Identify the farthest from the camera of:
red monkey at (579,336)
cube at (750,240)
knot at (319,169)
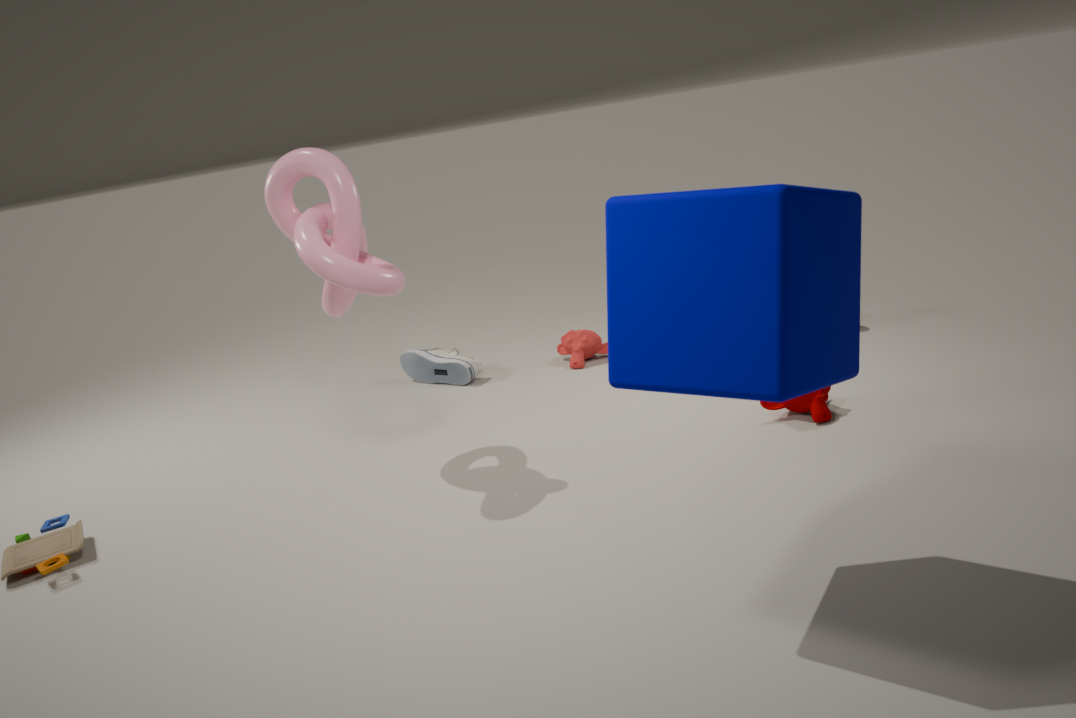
red monkey at (579,336)
